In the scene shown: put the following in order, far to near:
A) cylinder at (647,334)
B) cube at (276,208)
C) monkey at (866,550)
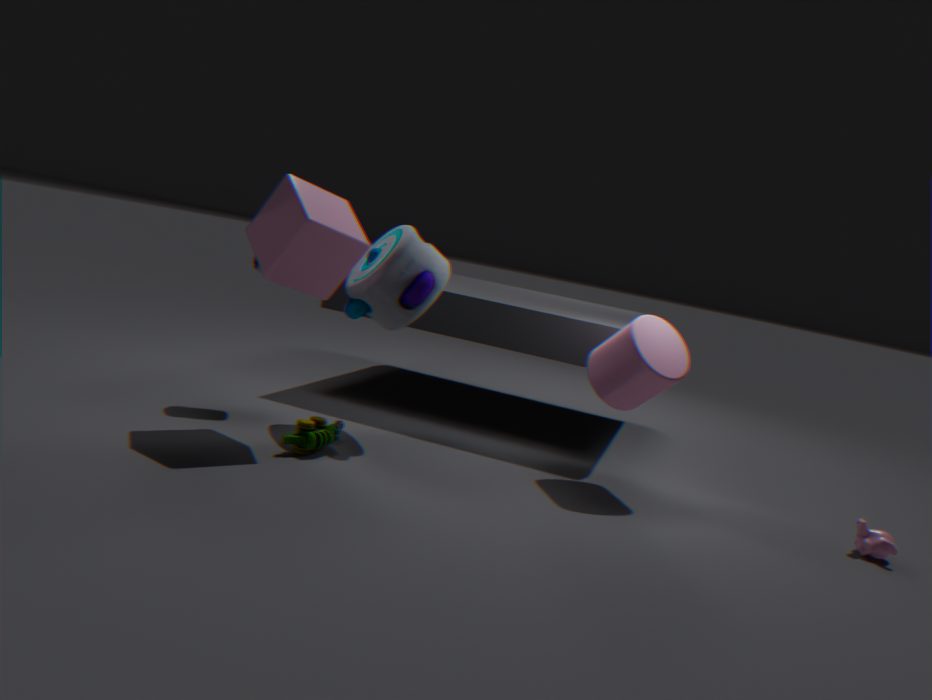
A. cylinder at (647,334)
C. monkey at (866,550)
B. cube at (276,208)
